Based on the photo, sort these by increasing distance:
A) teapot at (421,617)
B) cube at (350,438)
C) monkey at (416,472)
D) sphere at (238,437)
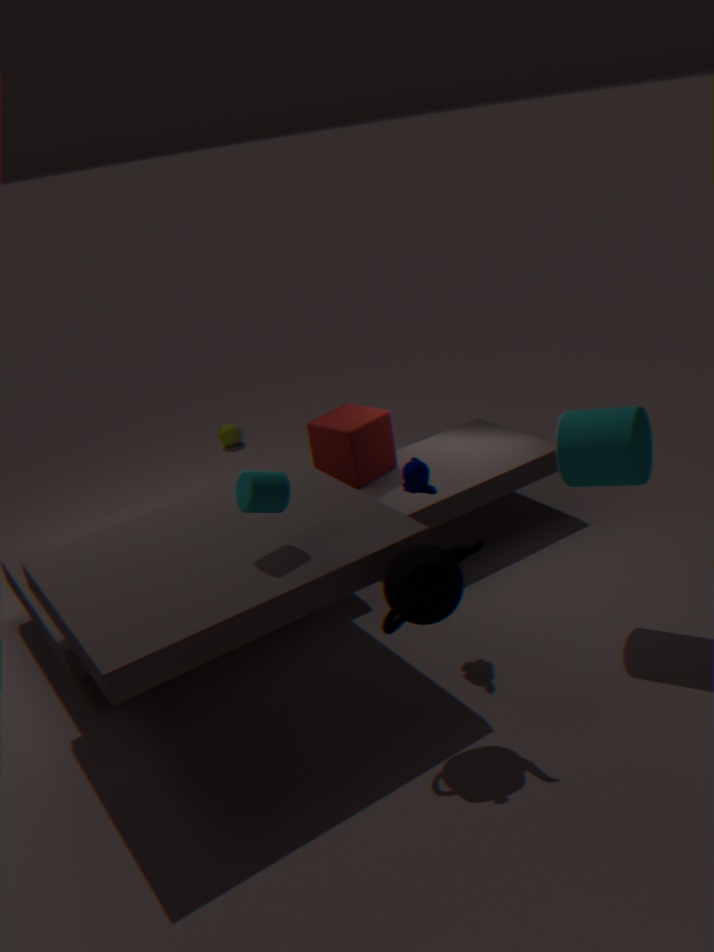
teapot at (421,617), monkey at (416,472), cube at (350,438), sphere at (238,437)
